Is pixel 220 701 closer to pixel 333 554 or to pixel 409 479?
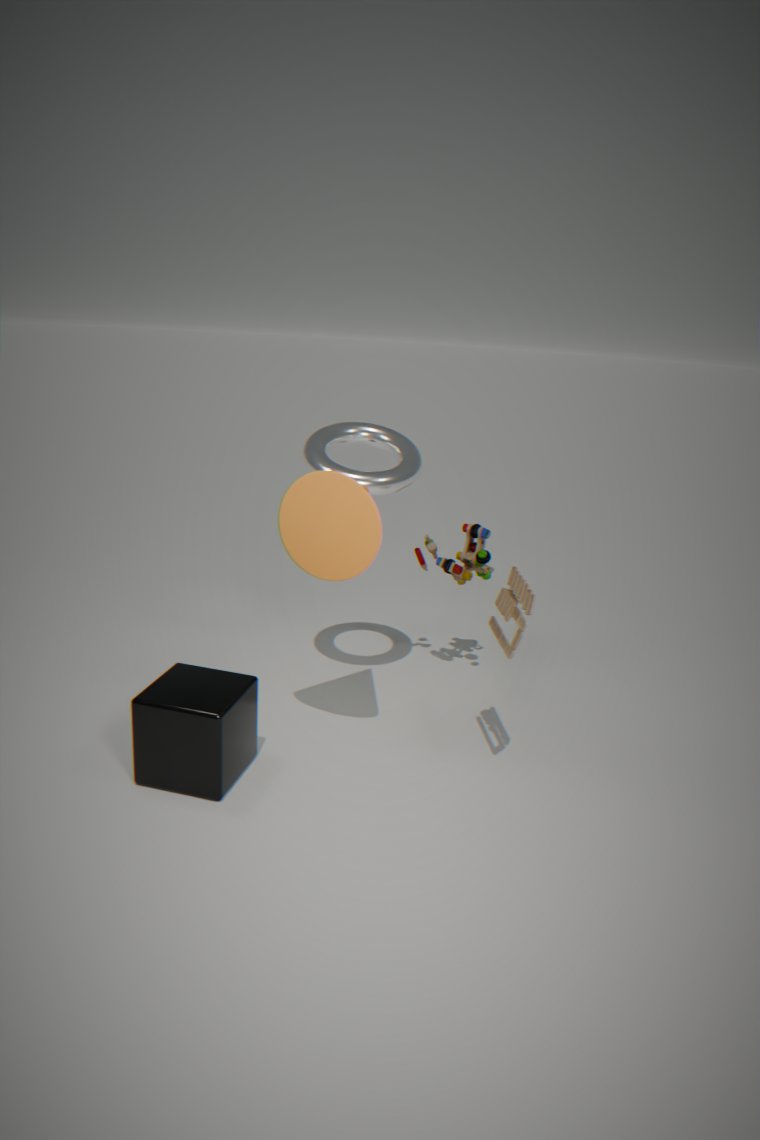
pixel 333 554
